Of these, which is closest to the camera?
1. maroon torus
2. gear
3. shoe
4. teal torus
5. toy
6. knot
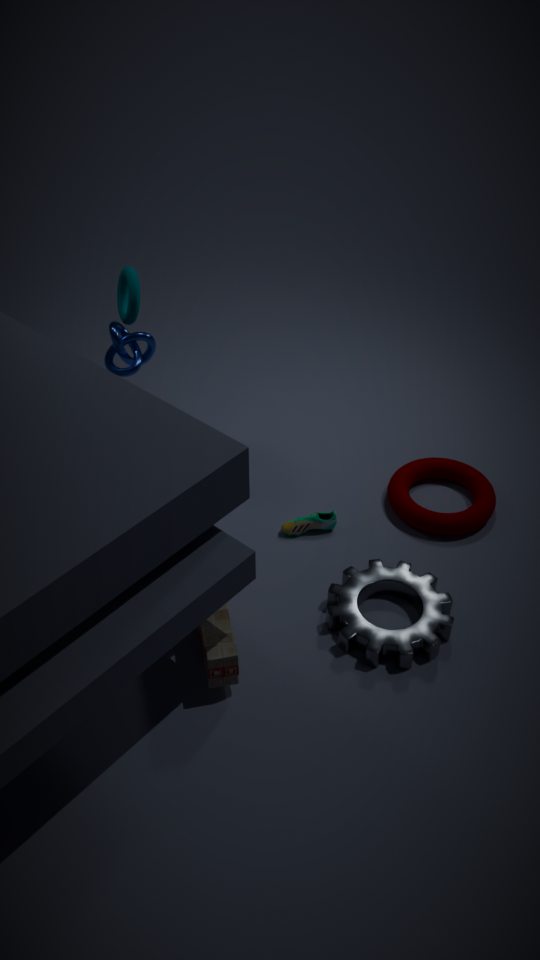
toy
